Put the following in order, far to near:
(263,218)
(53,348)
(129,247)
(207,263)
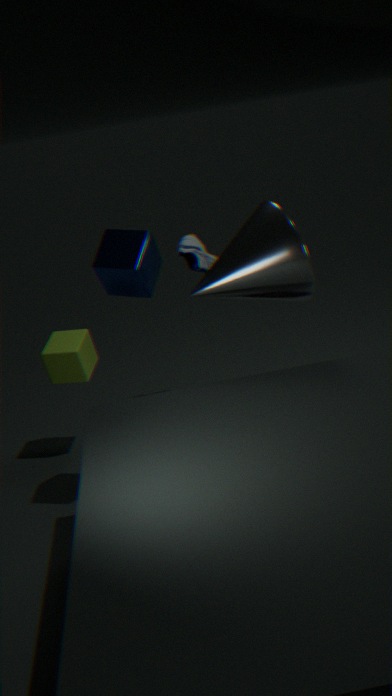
1. (207,263)
2. (53,348)
3. (263,218)
4. (129,247)
